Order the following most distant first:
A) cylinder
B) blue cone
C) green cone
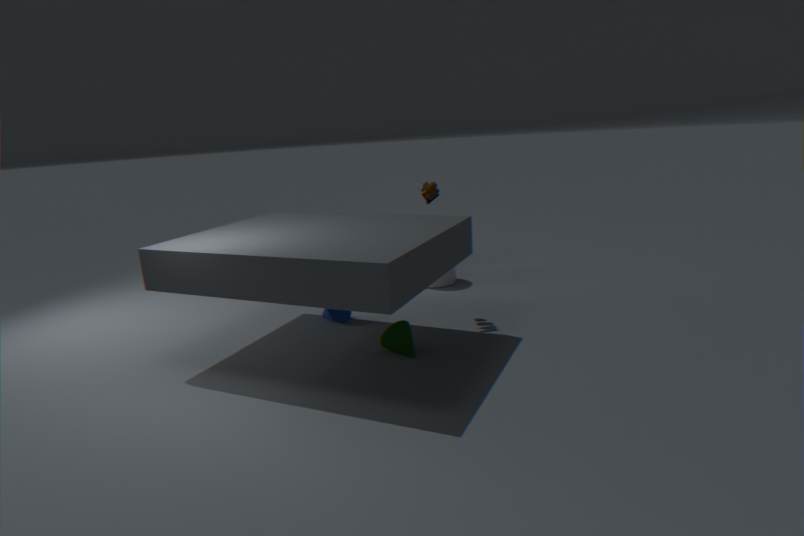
cylinder → blue cone → green cone
